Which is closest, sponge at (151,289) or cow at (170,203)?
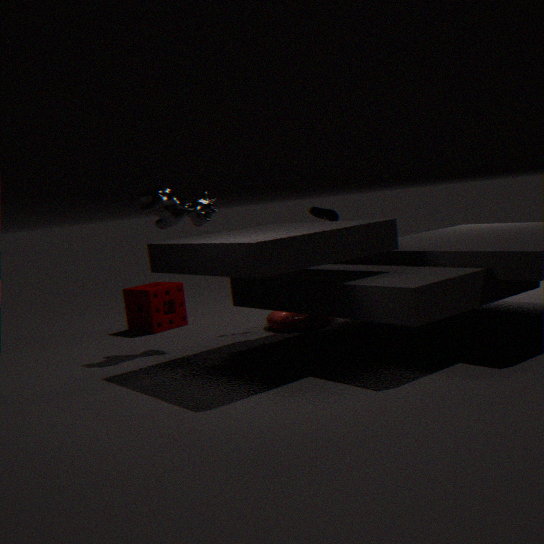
cow at (170,203)
